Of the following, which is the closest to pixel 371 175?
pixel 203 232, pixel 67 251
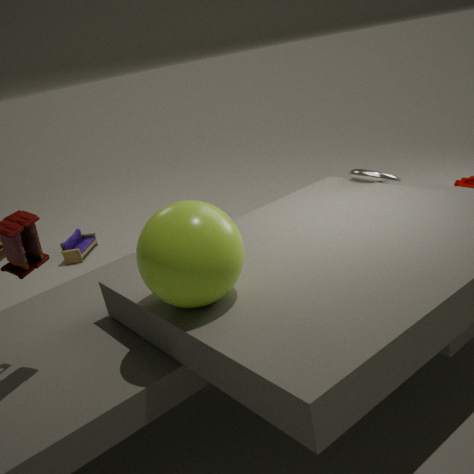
pixel 203 232
